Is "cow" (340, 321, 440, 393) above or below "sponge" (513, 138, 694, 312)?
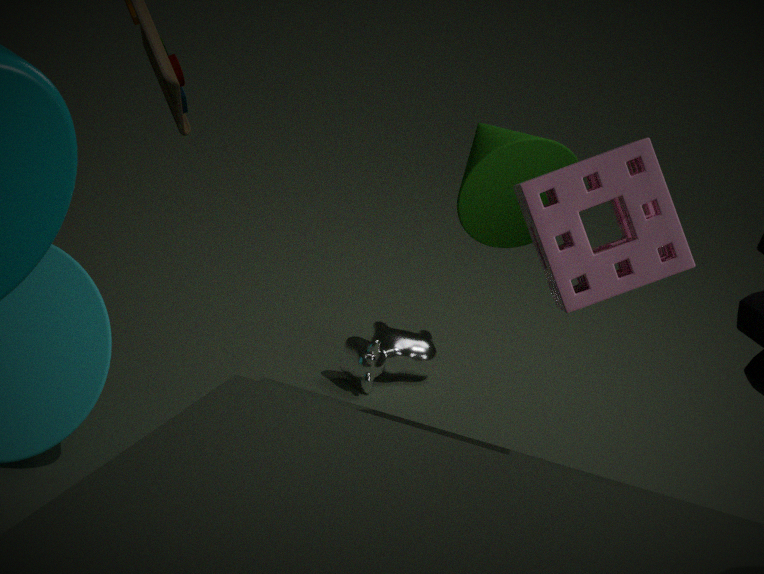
below
